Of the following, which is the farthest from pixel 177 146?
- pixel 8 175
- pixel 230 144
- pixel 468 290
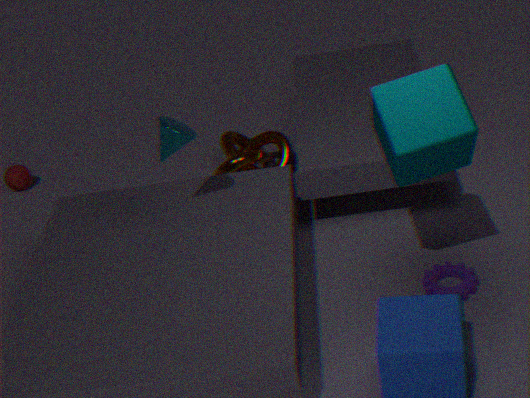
pixel 8 175
